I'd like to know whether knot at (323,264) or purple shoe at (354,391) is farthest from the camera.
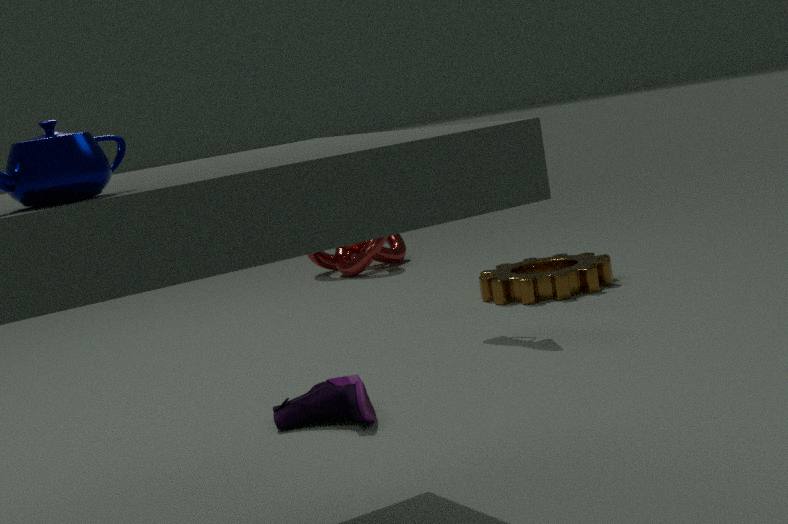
knot at (323,264)
